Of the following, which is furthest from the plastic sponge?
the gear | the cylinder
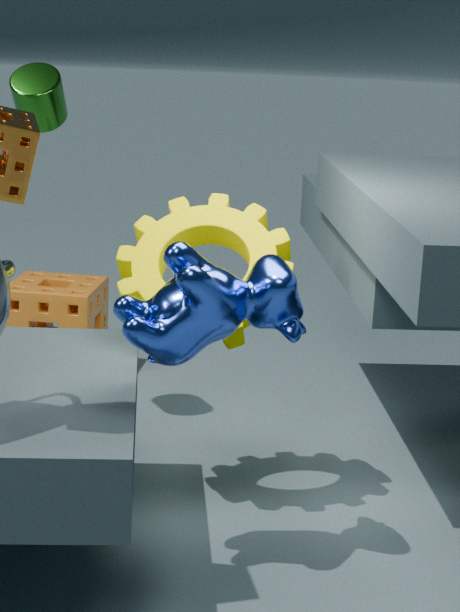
the gear
